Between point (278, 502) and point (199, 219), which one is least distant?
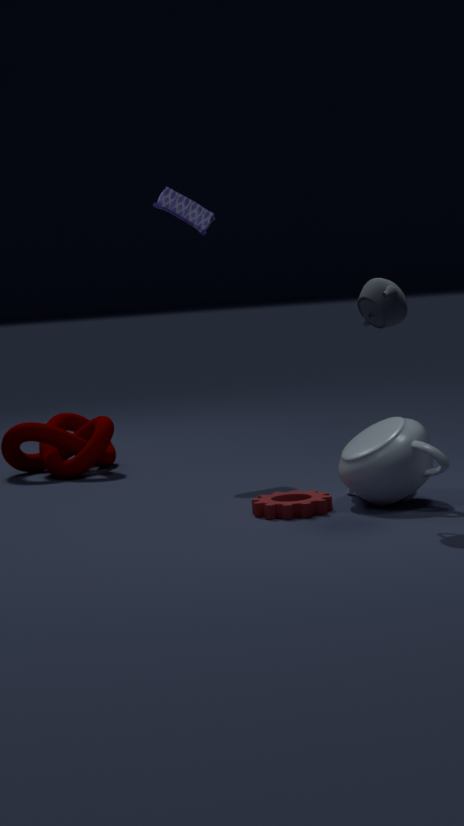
point (278, 502)
